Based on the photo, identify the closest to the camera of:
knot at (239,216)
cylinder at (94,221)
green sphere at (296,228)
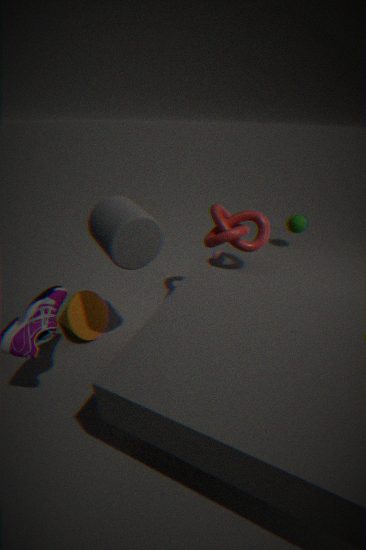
cylinder at (94,221)
